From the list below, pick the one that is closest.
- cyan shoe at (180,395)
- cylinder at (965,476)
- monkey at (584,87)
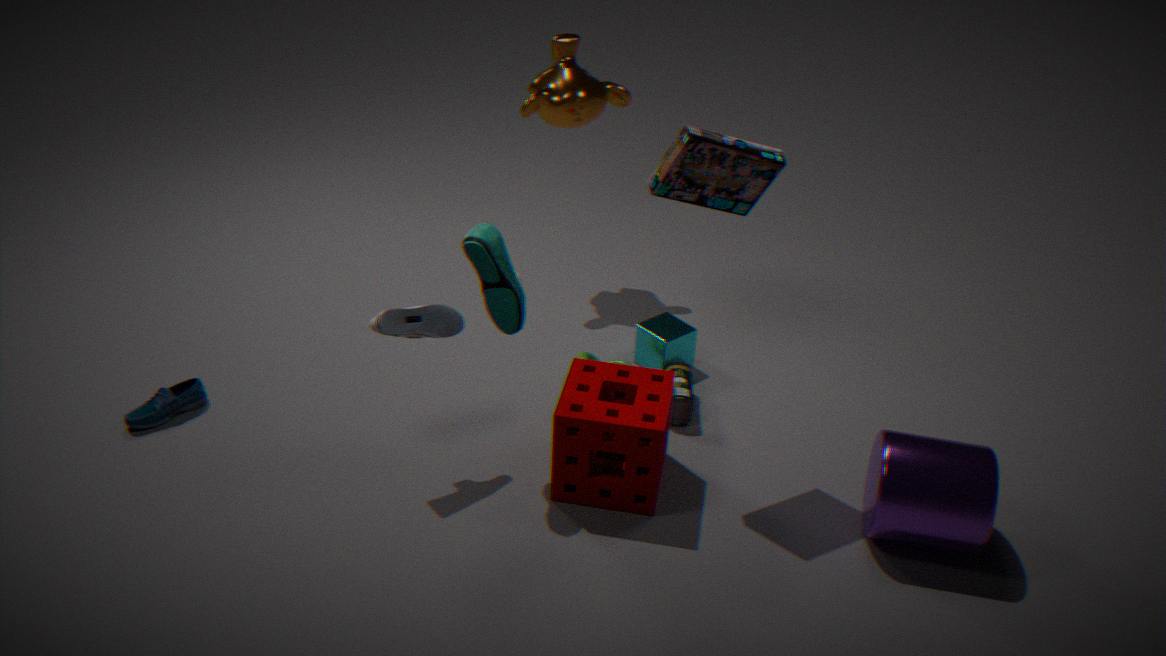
cylinder at (965,476)
